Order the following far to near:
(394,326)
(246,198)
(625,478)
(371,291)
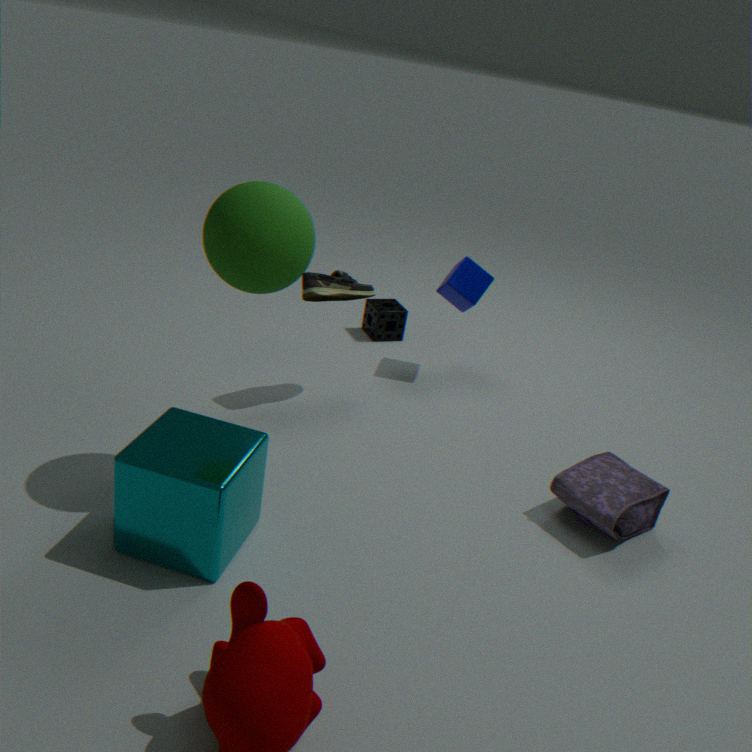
(394,326), (371,291), (625,478), (246,198)
